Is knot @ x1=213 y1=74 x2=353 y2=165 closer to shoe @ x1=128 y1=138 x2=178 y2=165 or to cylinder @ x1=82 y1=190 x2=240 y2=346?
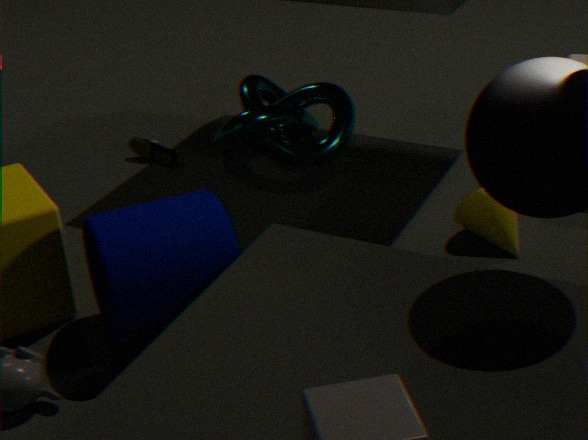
shoe @ x1=128 y1=138 x2=178 y2=165
